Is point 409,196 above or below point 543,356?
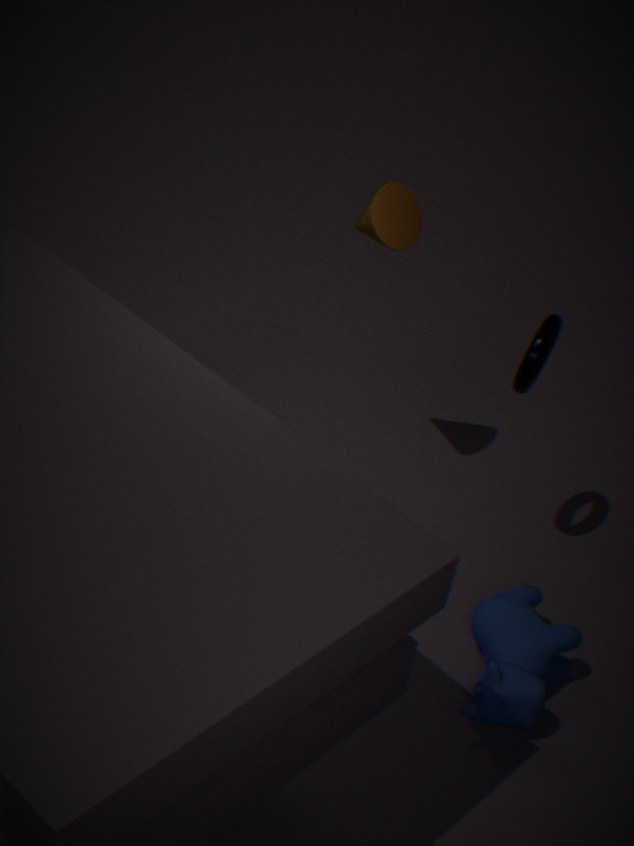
above
